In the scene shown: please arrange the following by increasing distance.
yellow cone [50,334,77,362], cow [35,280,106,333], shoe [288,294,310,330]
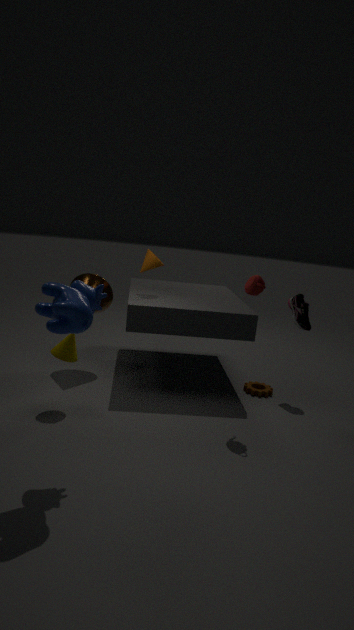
cow [35,280,106,333], yellow cone [50,334,77,362], shoe [288,294,310,330]
